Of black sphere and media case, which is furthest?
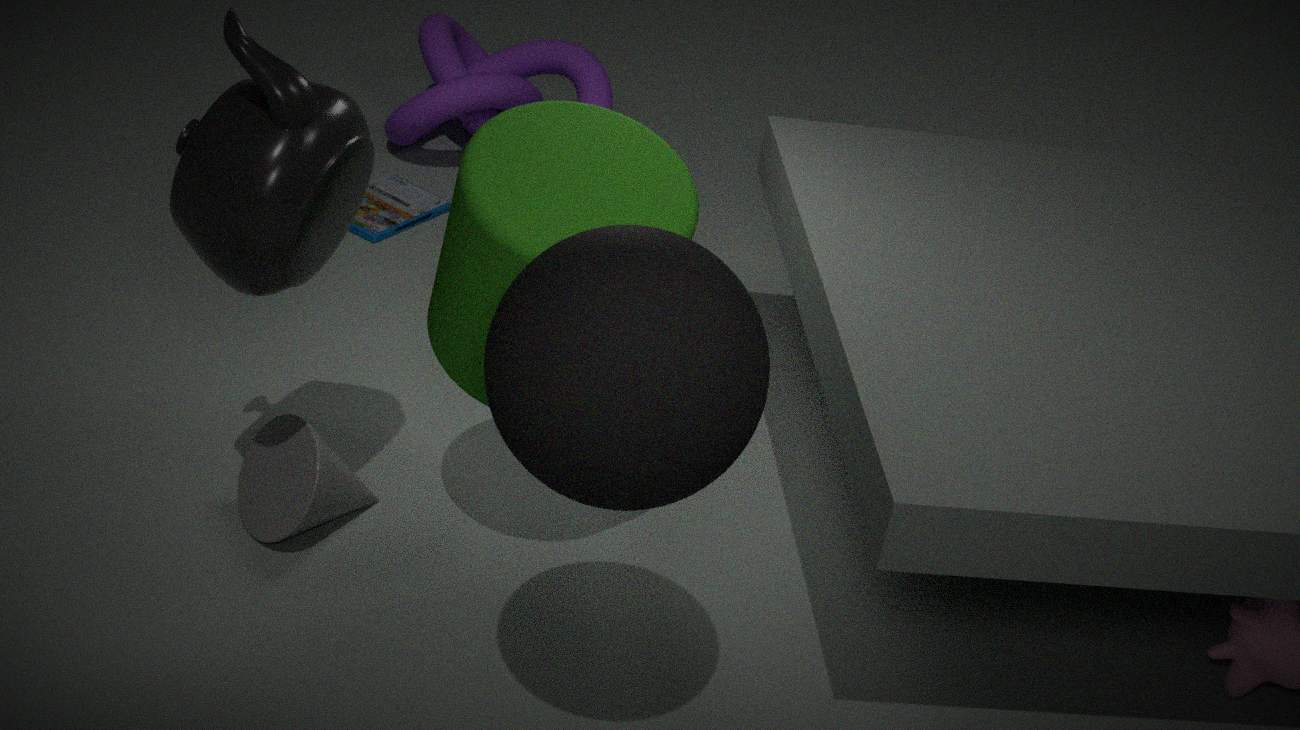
media case
